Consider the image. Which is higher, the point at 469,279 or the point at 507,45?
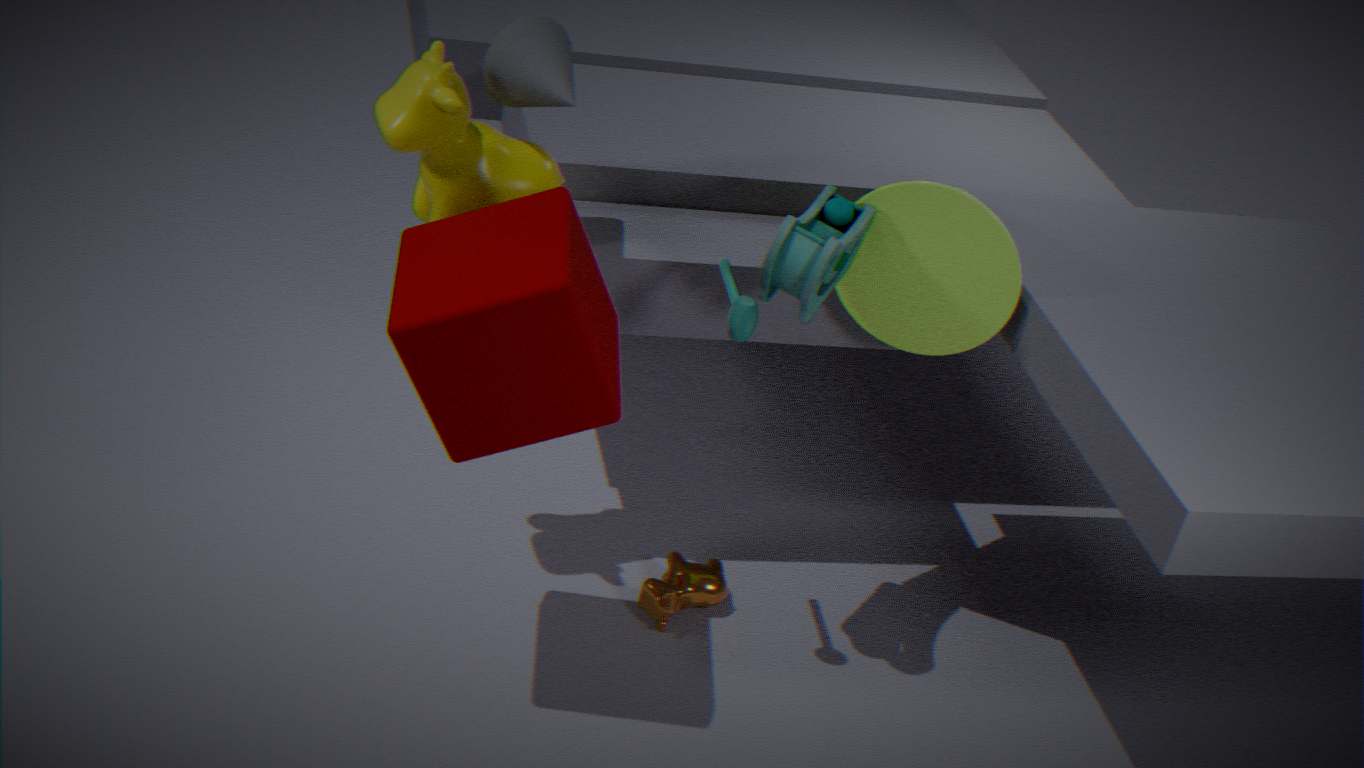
the point at 507,45
